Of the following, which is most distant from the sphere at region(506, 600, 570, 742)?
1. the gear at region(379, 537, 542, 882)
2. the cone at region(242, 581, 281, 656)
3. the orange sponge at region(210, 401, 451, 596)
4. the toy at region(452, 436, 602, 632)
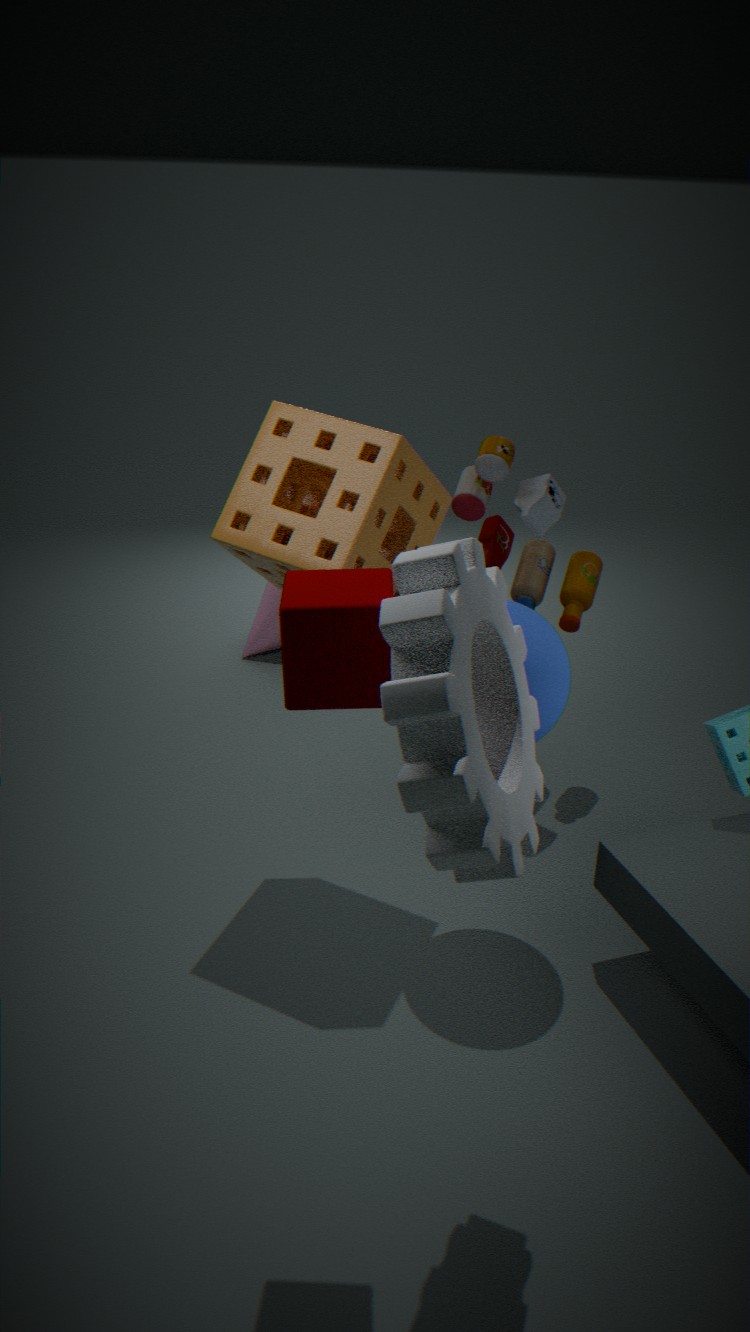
the cone at region(242, 581, 281, 656)
